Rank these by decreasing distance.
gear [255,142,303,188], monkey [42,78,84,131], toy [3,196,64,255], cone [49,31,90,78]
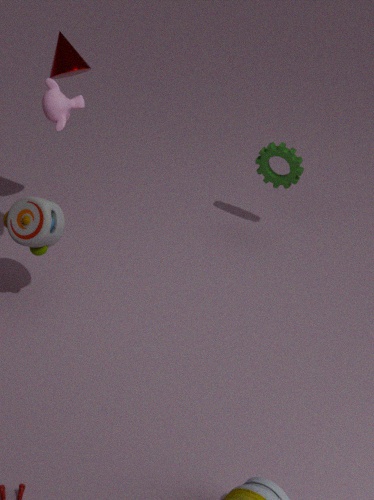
gear [255,142,303,188] → cone [49,31,90,78] → toy [3,196,64,255] → monkey [42,78,84,131]
